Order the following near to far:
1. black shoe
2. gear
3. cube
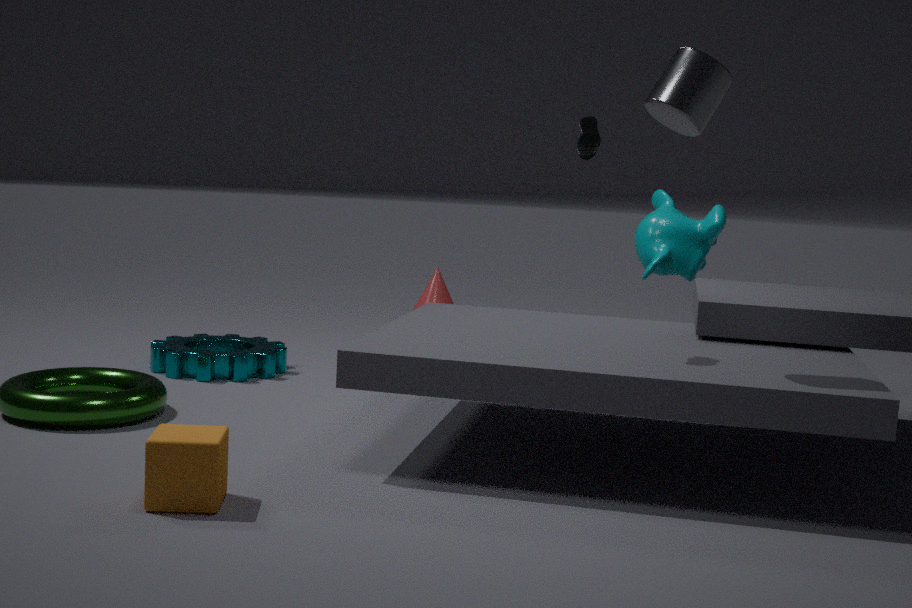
cube
black shoe
gear
